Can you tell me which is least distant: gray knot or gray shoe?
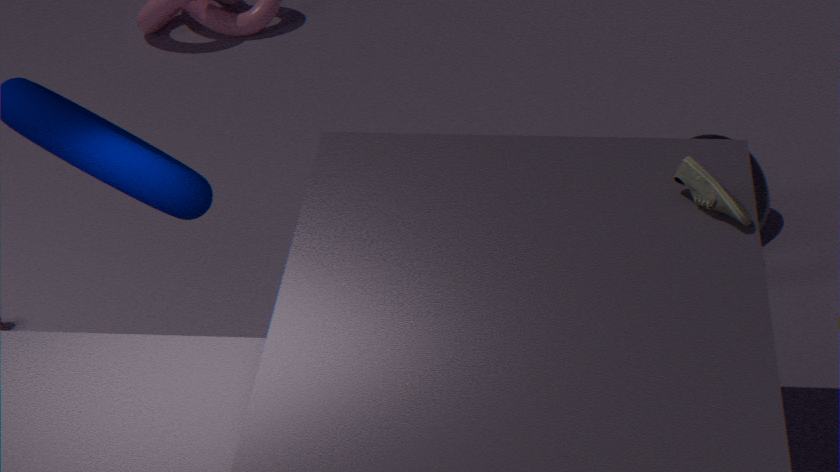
gray shoe
